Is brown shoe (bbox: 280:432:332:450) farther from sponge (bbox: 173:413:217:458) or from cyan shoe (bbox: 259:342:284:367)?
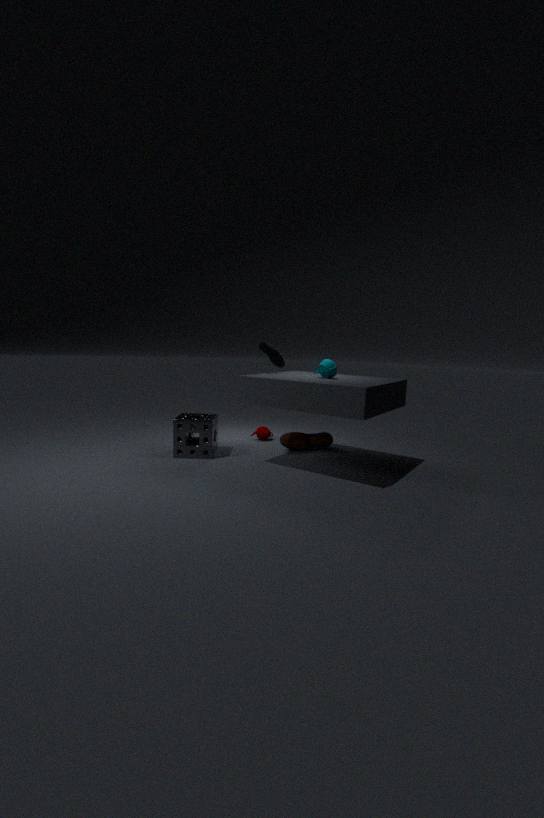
cyan shoe (bbox: 259:342:284:367)
